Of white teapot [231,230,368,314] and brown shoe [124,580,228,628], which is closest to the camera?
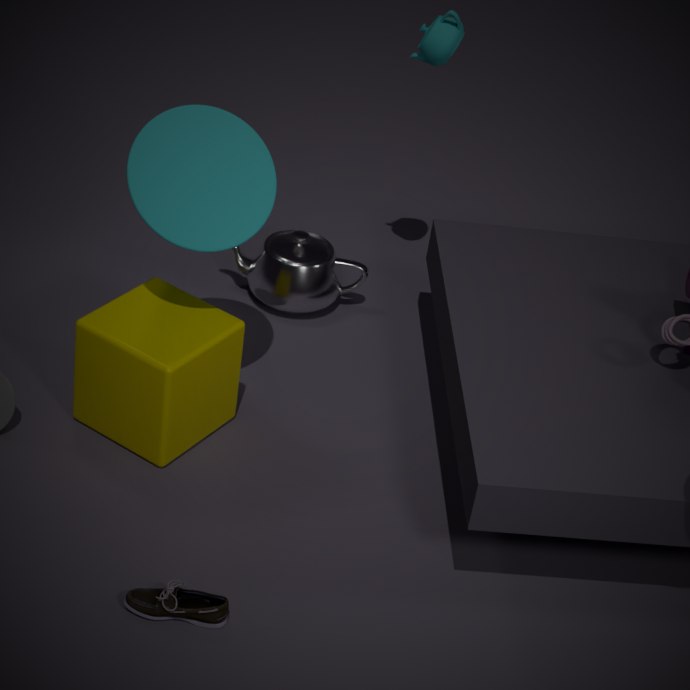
brown shoe [124,580,228,628]
